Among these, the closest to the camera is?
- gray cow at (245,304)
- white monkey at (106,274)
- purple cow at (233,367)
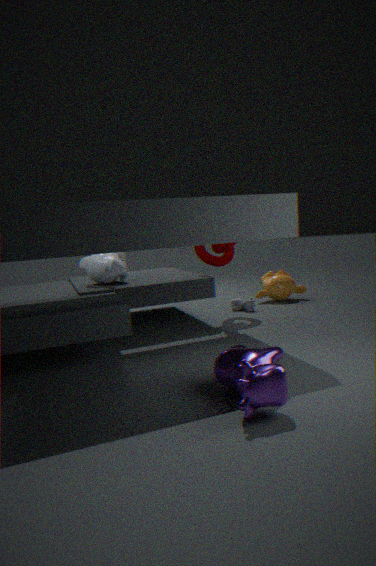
purple cow at (233,367)
